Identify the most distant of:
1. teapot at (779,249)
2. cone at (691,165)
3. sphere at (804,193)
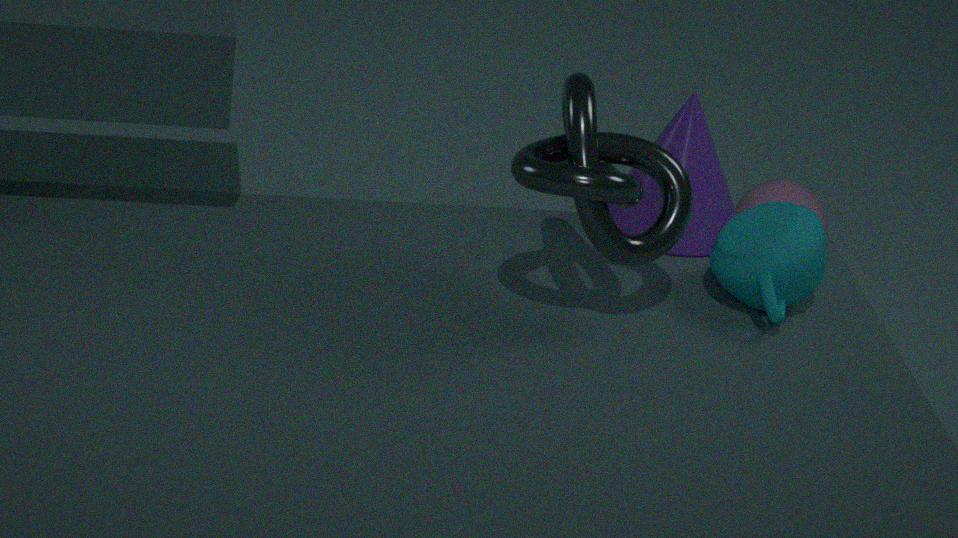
sphere at (804,193)
